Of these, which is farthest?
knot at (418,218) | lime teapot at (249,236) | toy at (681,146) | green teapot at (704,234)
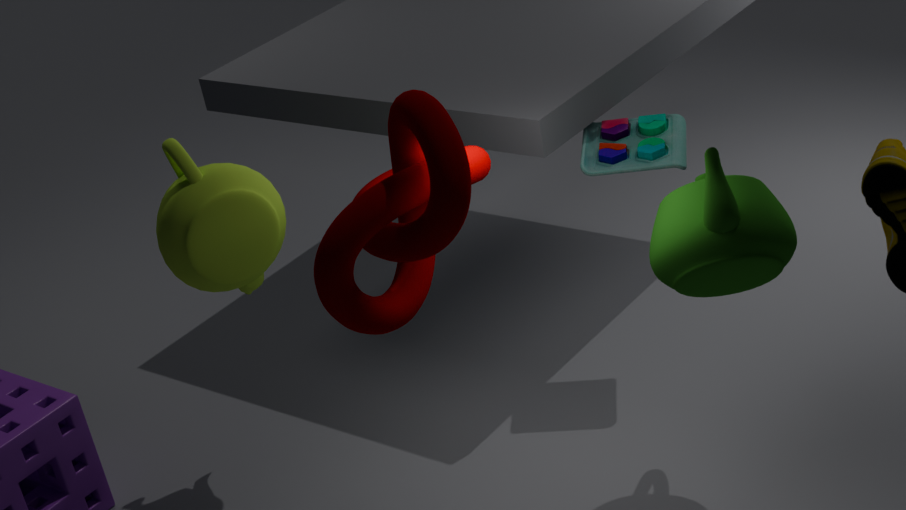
toy at (681,146)
